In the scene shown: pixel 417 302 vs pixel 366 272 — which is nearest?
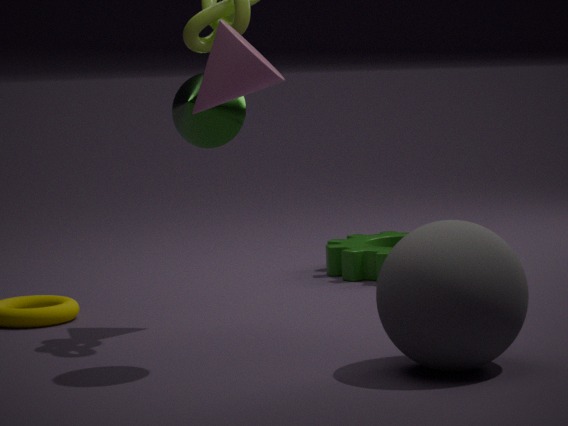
pixel 417 302
